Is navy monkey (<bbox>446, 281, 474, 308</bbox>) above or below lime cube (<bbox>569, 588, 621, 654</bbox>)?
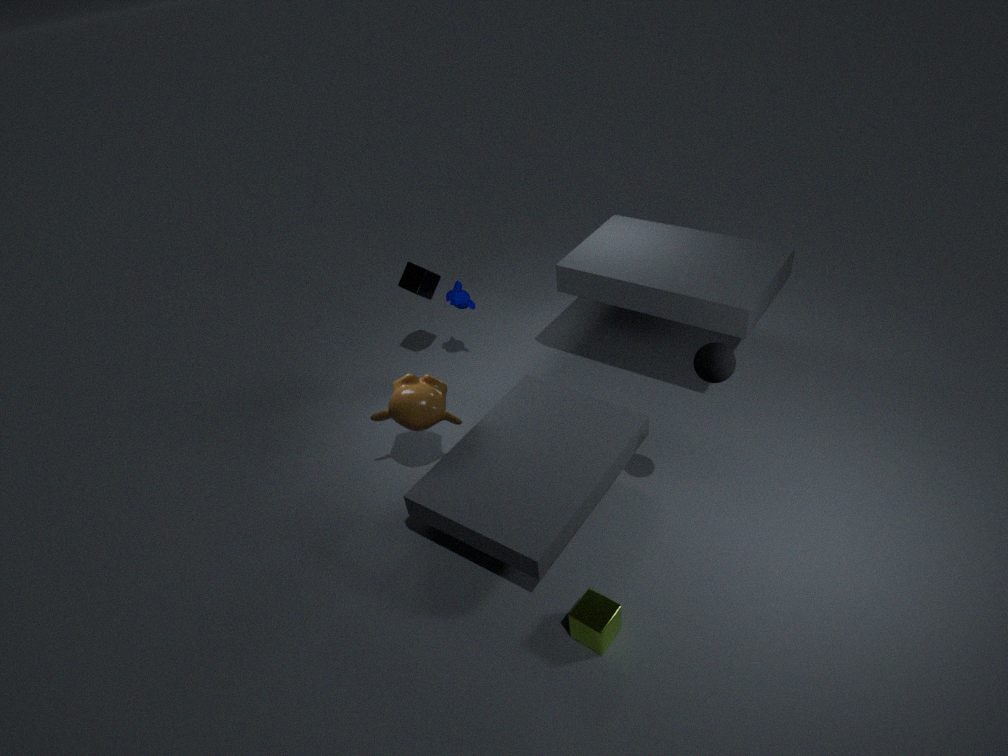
above
